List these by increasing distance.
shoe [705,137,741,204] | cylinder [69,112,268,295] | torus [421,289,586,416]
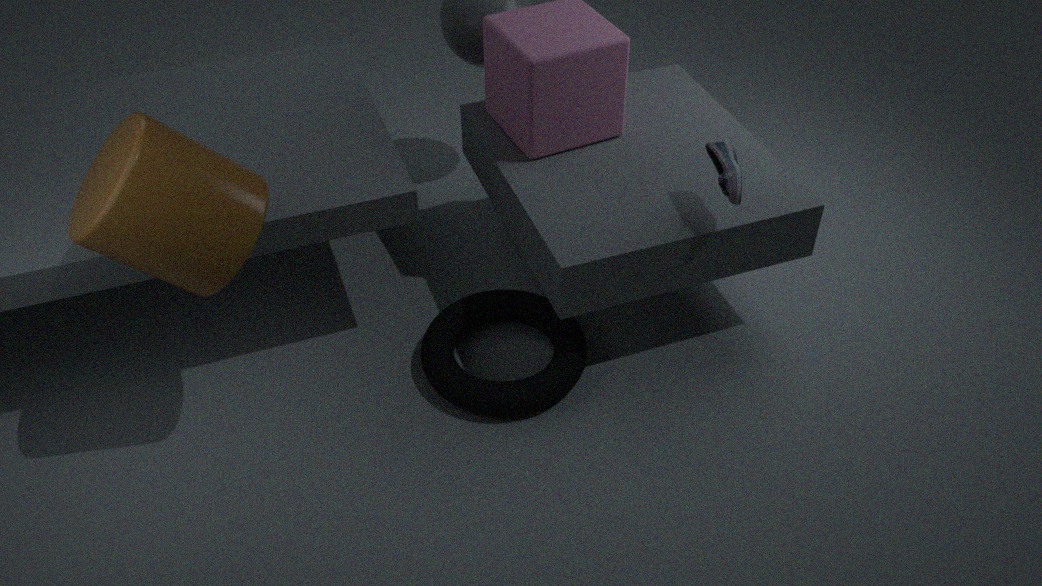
cylinder [69,112,268,295] → shoe [705,137,741,204] → torus [421,289,586,416]
